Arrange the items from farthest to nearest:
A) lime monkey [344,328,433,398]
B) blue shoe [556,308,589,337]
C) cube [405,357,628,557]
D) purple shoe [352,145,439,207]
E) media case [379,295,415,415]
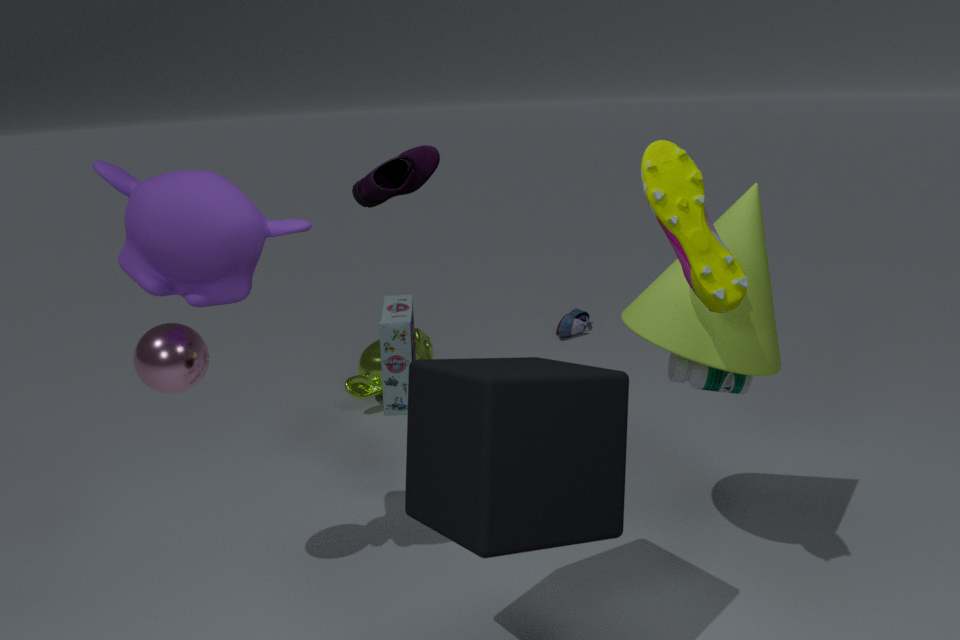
blue shoe [556,308,589,337] → lime monkey [344,328,433,398] → media case [379,295,415,415] → purple shoe [352,145,439,207] → cube [405,357,628,557]
